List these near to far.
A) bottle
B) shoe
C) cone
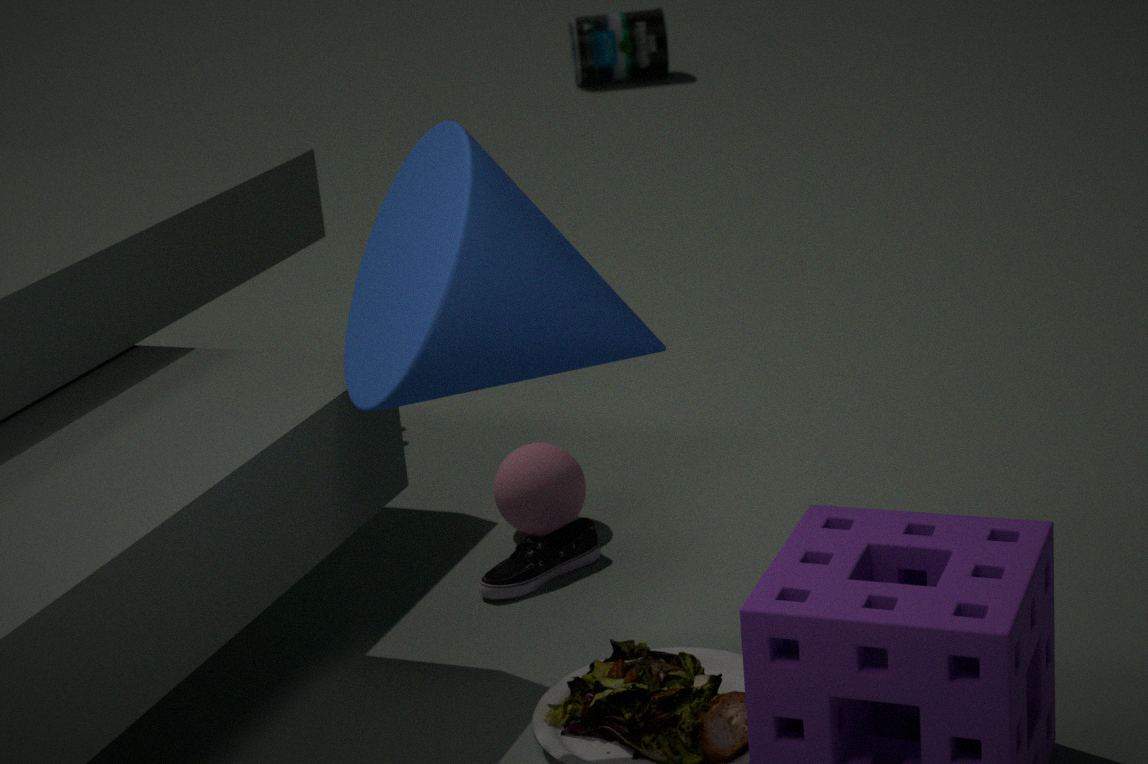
cone < shoe < bottle
